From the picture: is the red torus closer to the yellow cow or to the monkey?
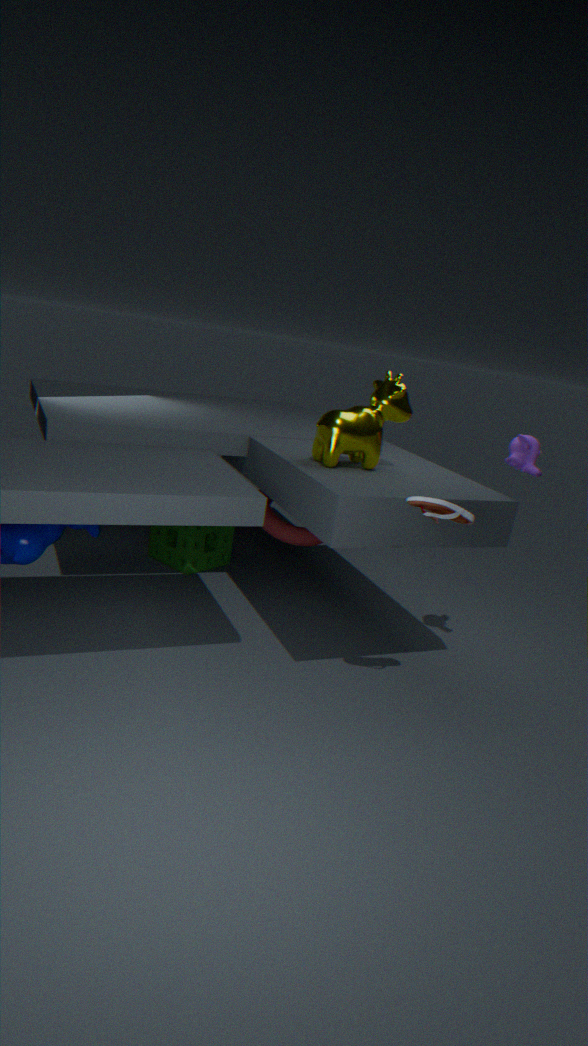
the yellow cow
